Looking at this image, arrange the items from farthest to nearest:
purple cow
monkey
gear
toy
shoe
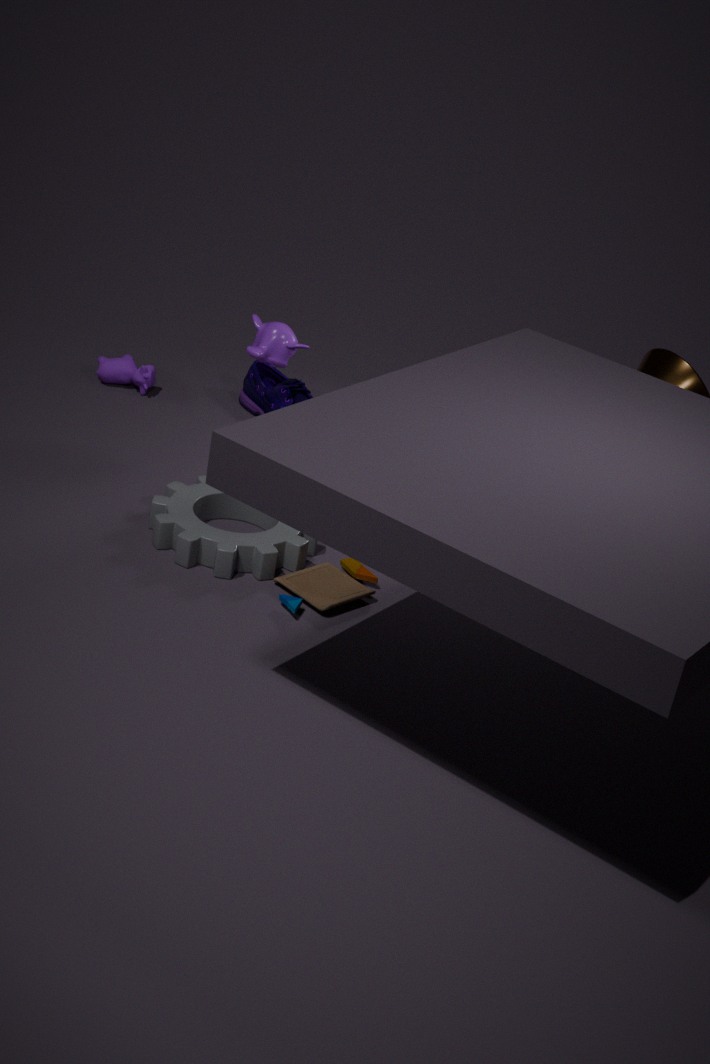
purple cow → shoe → monkey → gear → toy
